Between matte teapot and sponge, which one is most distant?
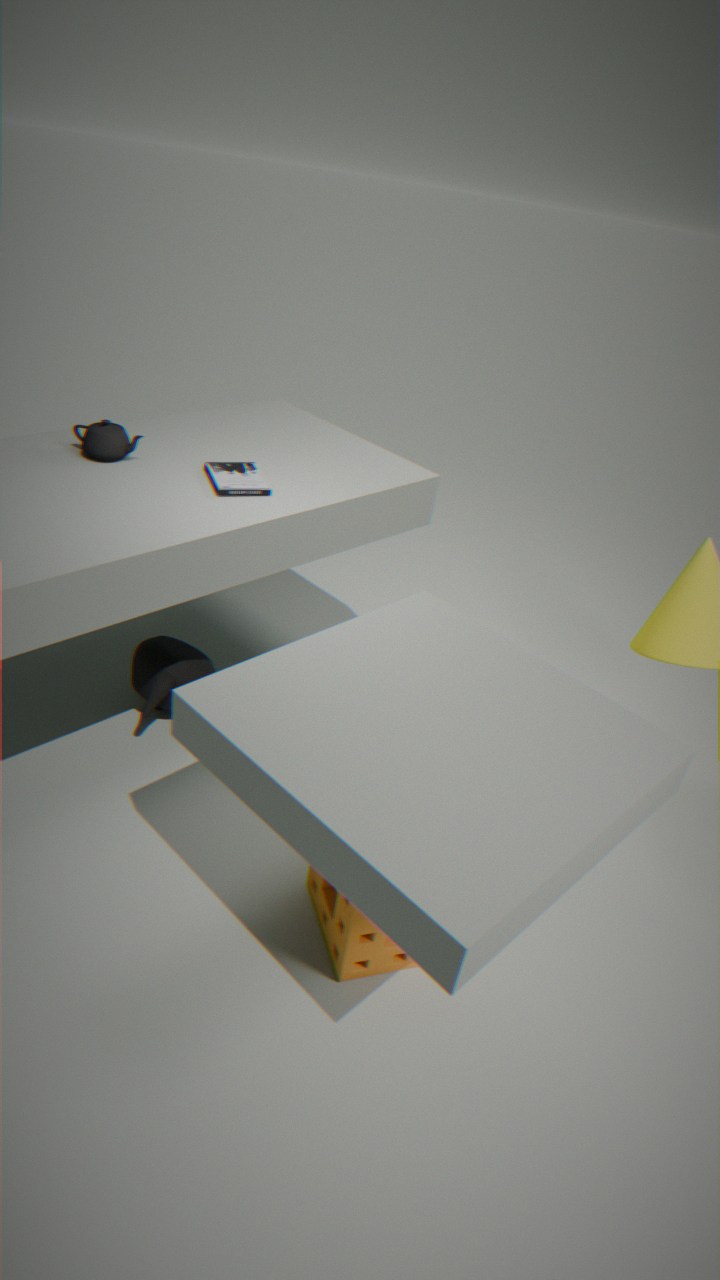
matte teapot
